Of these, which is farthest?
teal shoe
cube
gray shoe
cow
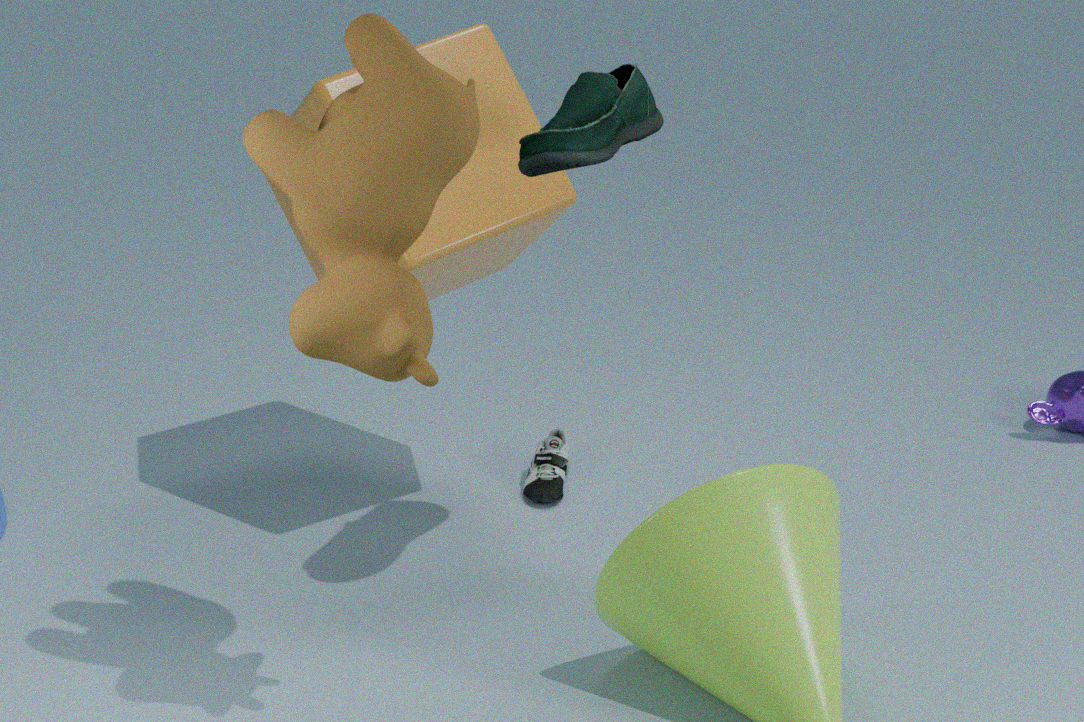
gray shoe
